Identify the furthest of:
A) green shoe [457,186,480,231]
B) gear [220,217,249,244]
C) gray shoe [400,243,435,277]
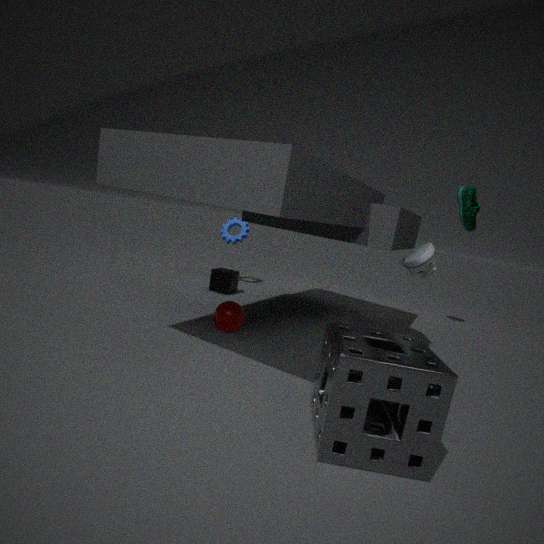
gear [220,217,249,244]
